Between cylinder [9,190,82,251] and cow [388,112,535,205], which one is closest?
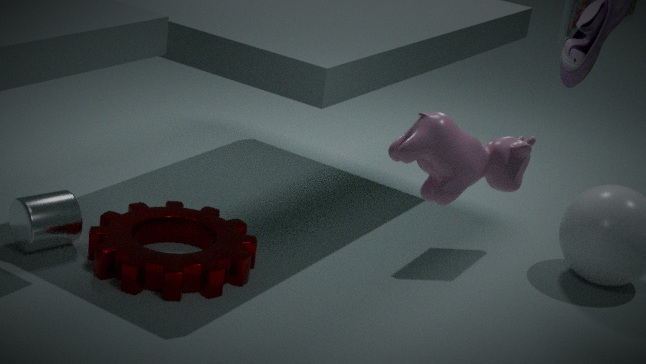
cow [388,112,535,205]
